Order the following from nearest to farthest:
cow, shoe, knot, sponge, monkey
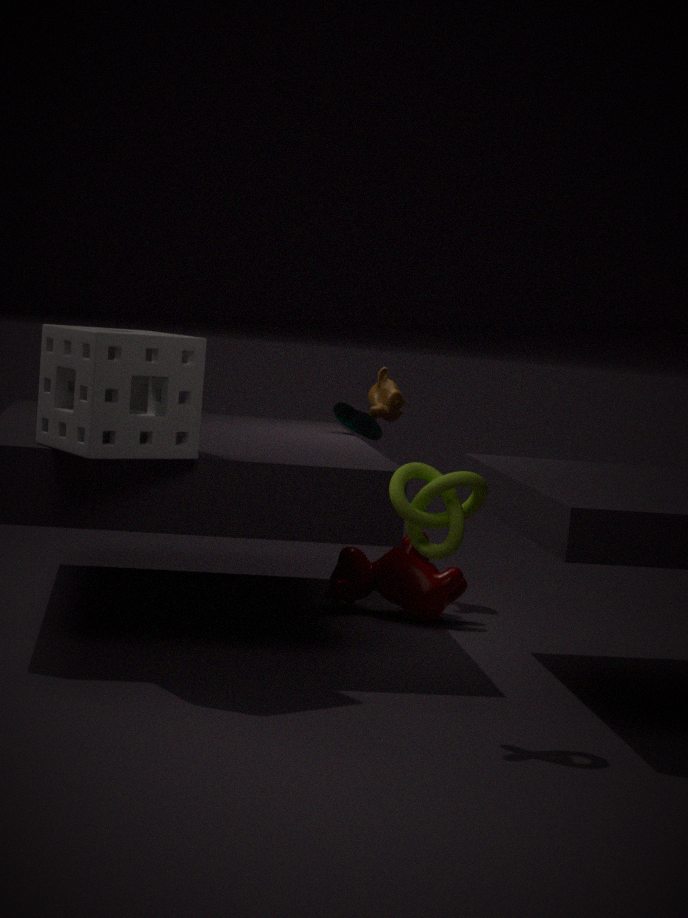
knot
sponge
cow
shoe
monkey
